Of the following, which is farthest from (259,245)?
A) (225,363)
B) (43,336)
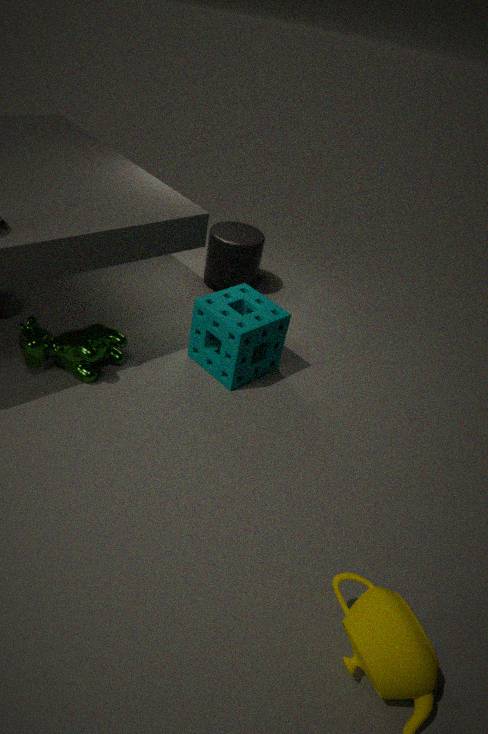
(43,336)
